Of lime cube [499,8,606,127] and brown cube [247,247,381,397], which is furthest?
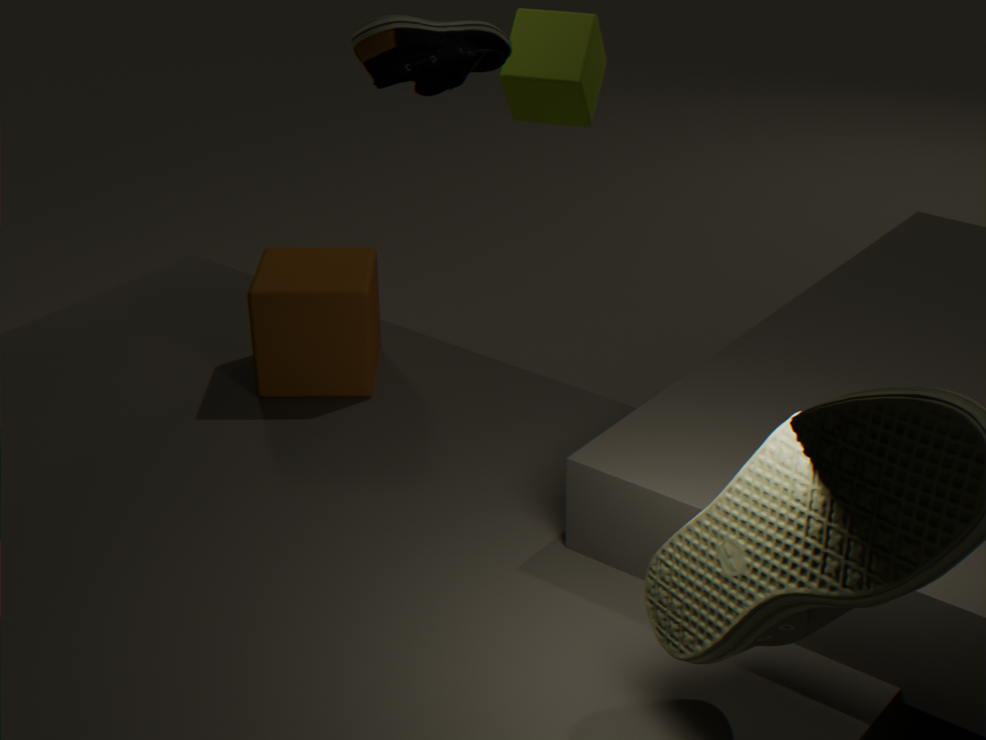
lime cube [499,8,606,127]
